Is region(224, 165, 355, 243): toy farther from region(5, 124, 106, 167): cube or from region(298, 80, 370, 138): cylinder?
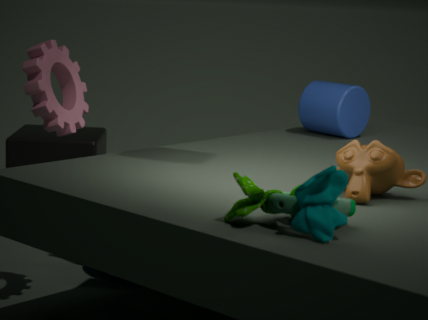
region(5, 124, 106, 167): cube
